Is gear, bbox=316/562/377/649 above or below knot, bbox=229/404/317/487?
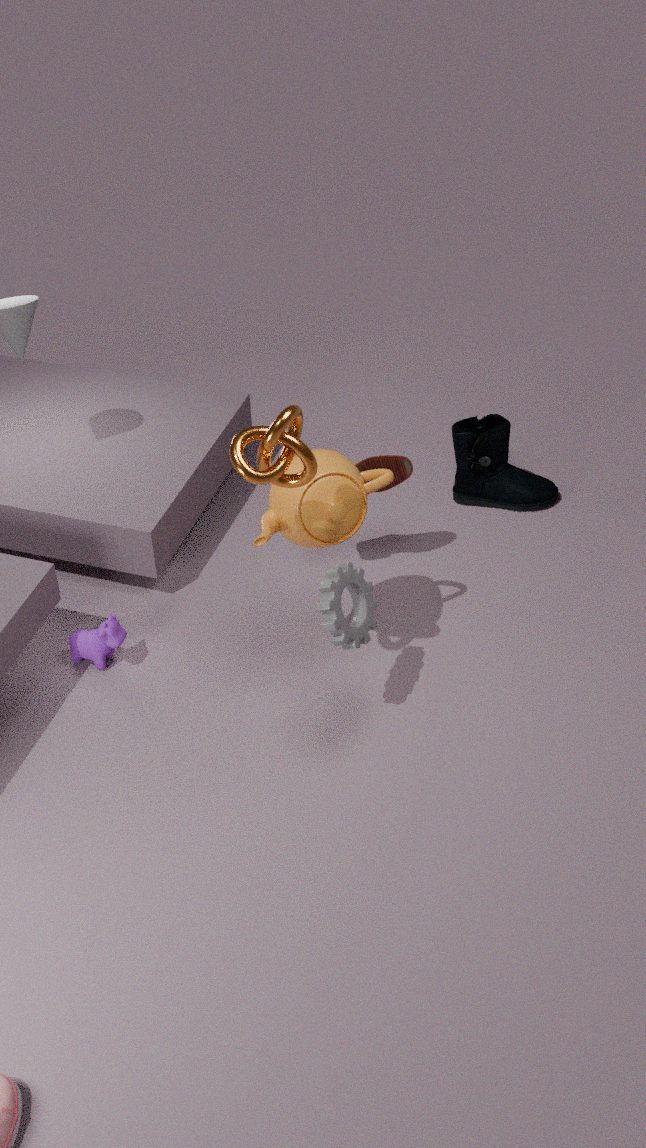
below
